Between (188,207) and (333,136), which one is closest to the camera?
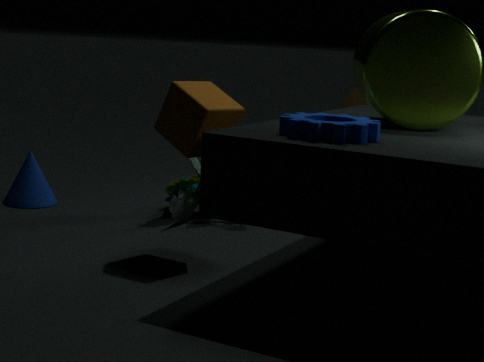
(333,136)
